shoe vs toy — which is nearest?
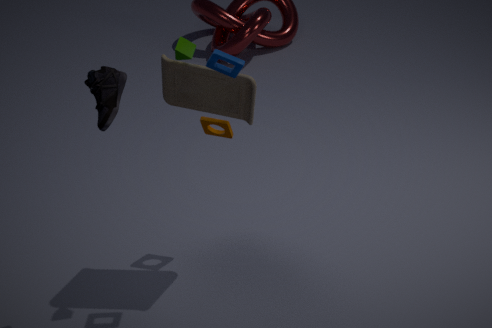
shoe
